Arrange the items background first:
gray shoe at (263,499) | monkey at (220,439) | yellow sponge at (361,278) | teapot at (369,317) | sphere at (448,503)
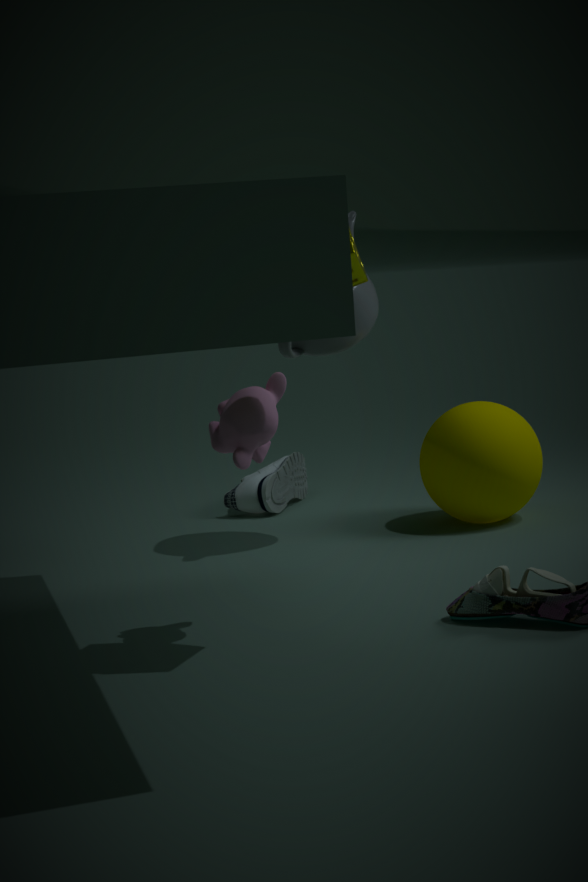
gray shoe at (263,499) → sphere at (448,503) → teapot at (369,317) → monkey at (220,439) → yellow sponge at (361,278)
